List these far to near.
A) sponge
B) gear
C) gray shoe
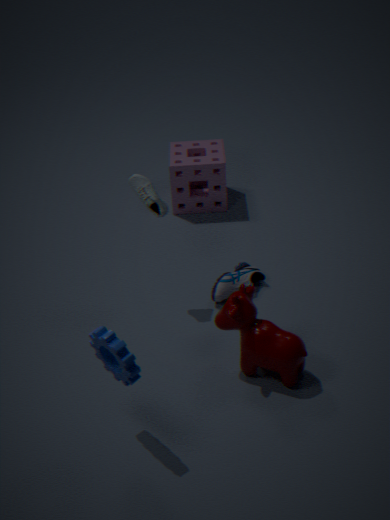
1. sponge
2. gray shoe
3. gear
